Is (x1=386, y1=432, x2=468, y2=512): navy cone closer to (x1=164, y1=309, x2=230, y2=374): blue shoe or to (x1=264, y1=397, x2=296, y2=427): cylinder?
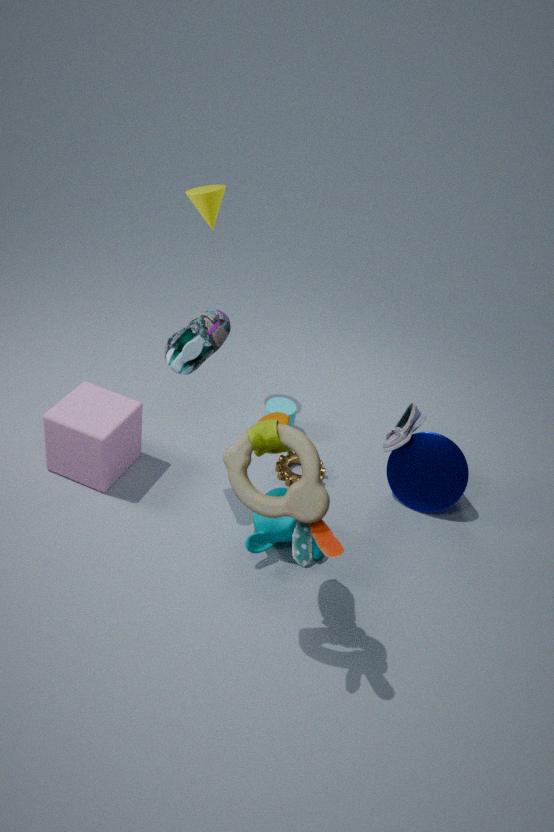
(x1=264, y1=397, x2=296, y2=427): cylinder
